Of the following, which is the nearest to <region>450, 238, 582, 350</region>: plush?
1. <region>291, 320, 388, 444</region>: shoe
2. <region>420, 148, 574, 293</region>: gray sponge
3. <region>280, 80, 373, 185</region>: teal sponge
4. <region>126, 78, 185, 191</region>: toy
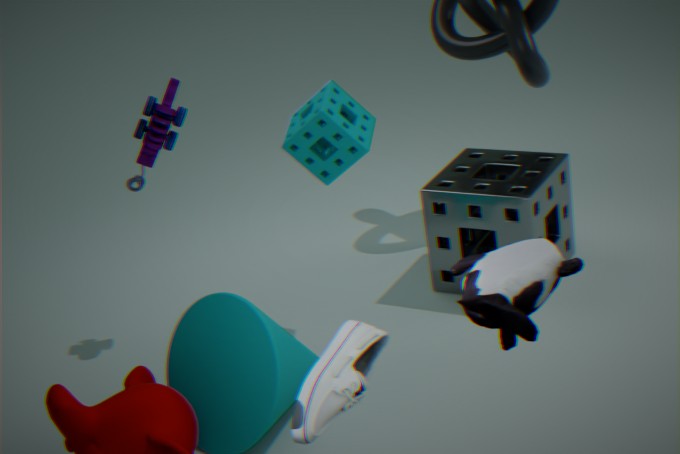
<region>291, 320, 388, 444</region>: shoe
